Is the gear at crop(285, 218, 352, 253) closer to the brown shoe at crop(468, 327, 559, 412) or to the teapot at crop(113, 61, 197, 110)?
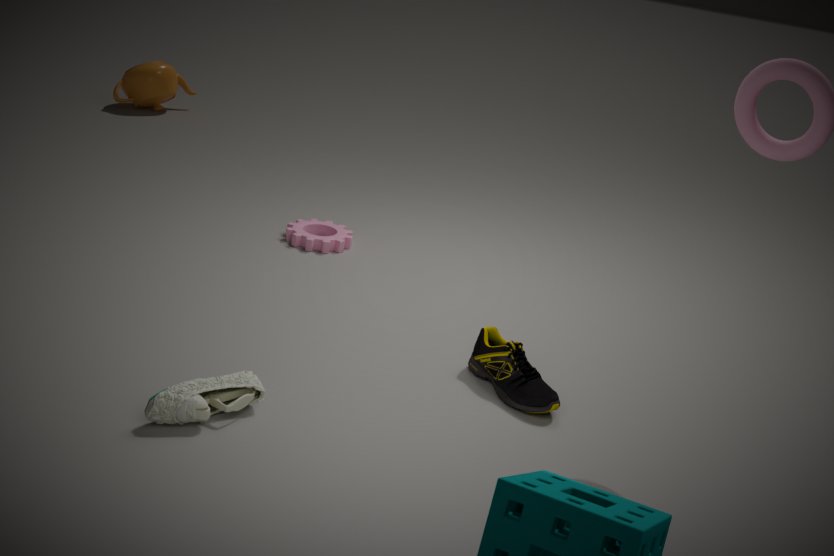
the brown shoe at crop(468, 327, 559, 412)
